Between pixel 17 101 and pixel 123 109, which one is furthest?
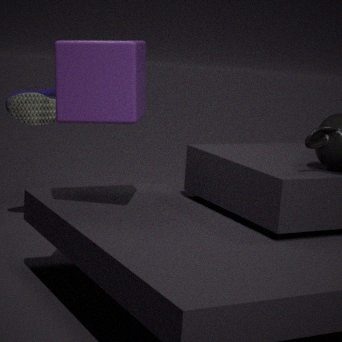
pixel 17 101
